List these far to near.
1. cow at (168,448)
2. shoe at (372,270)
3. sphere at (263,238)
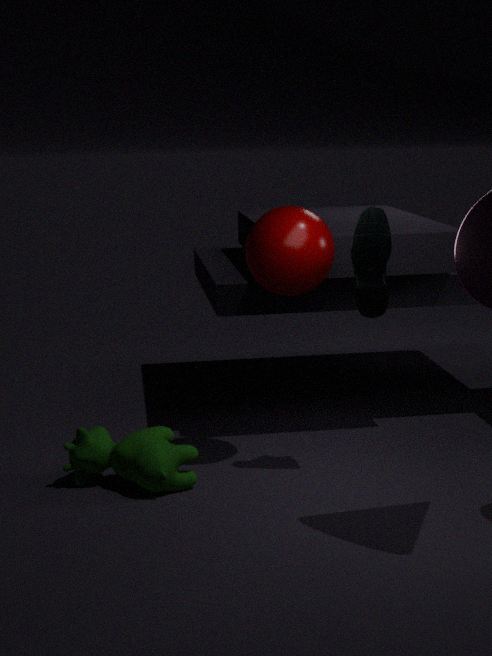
1. sphere at (263,238)
2. cow at (168,448)
3. shoe at (372,270)
